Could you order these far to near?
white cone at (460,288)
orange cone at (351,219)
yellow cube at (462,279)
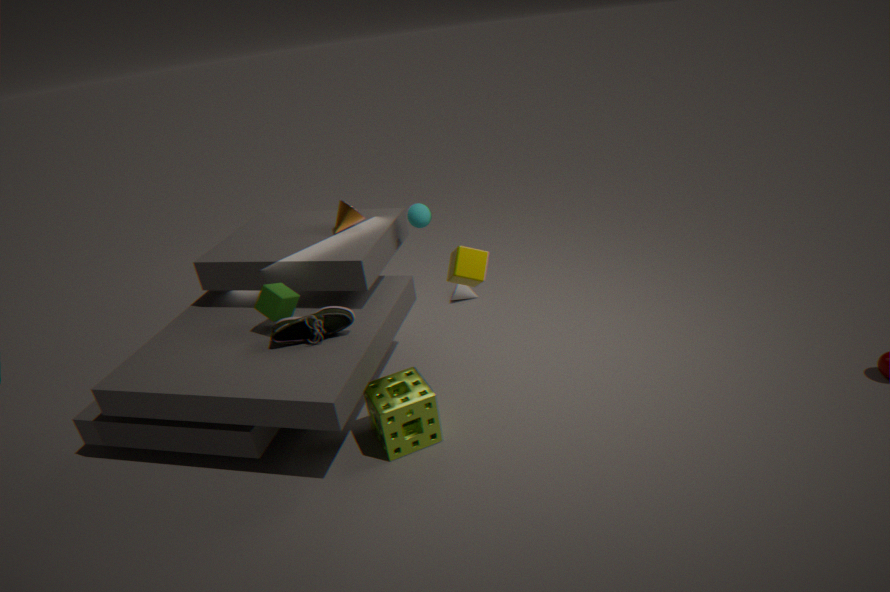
white cone at (460,288)
orange cone at (351,219)
yellow cube at (462,279)
